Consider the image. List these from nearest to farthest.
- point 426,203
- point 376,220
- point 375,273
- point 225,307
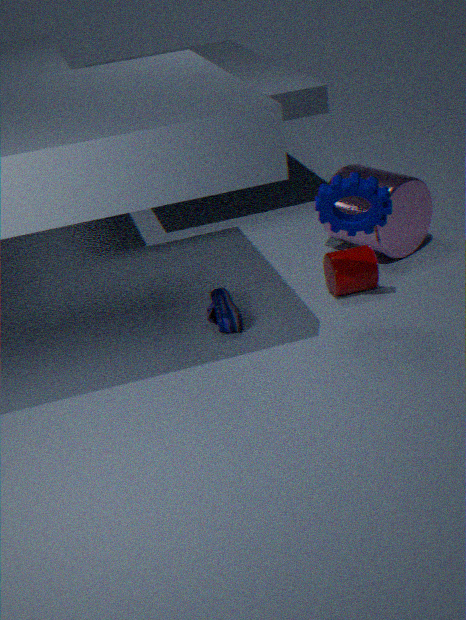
point 376,220 < point 225,307 < point 375,273 < point 426,203
